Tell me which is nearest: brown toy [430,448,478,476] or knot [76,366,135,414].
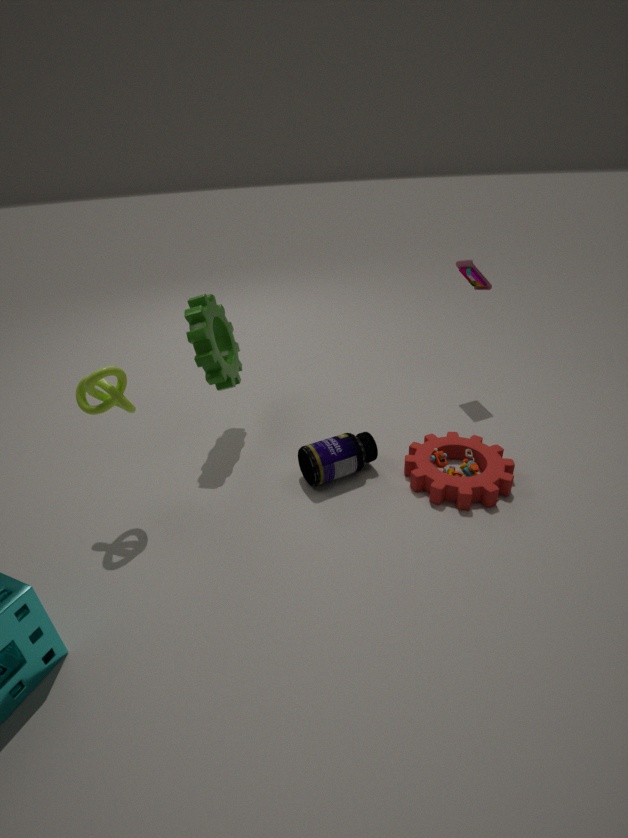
knot [76,366,135,414]
